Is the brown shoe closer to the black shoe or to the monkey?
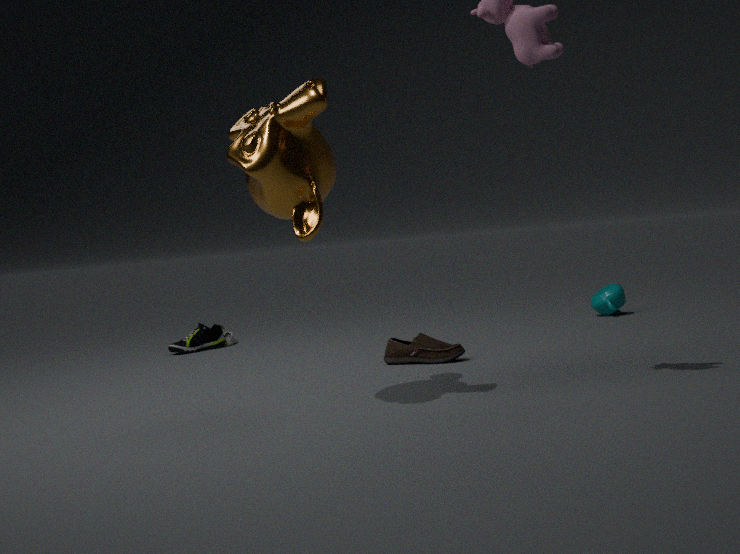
the monkey
